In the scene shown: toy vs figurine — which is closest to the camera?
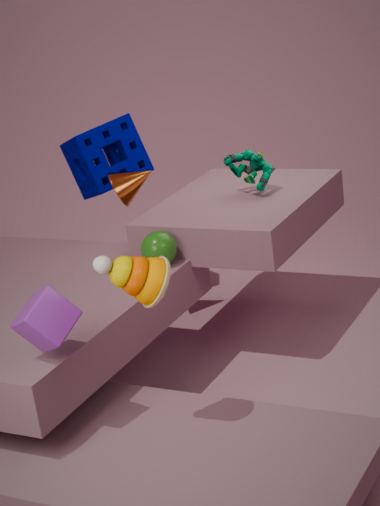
toy
